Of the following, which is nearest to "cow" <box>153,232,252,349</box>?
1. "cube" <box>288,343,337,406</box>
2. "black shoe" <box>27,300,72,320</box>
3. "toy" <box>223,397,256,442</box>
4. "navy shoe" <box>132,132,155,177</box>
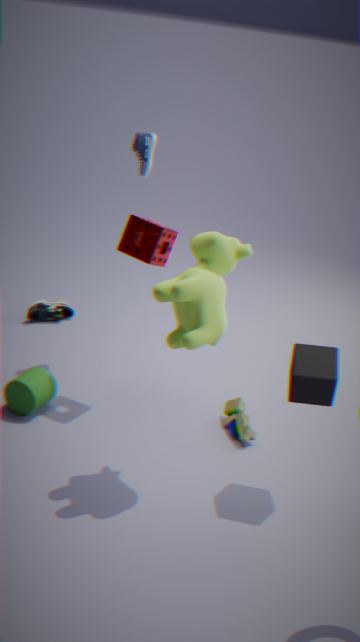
"cube" <box>288,343,337,406</box>
